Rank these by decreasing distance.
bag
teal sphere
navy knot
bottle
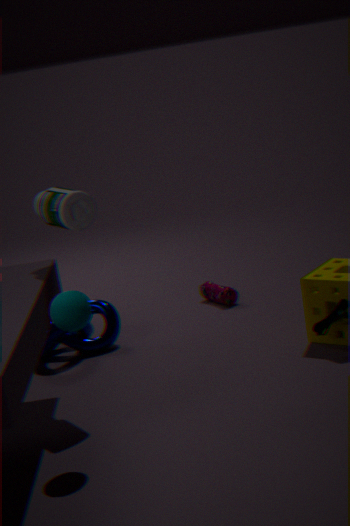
bag → navy knot → bottle → teal sphere
